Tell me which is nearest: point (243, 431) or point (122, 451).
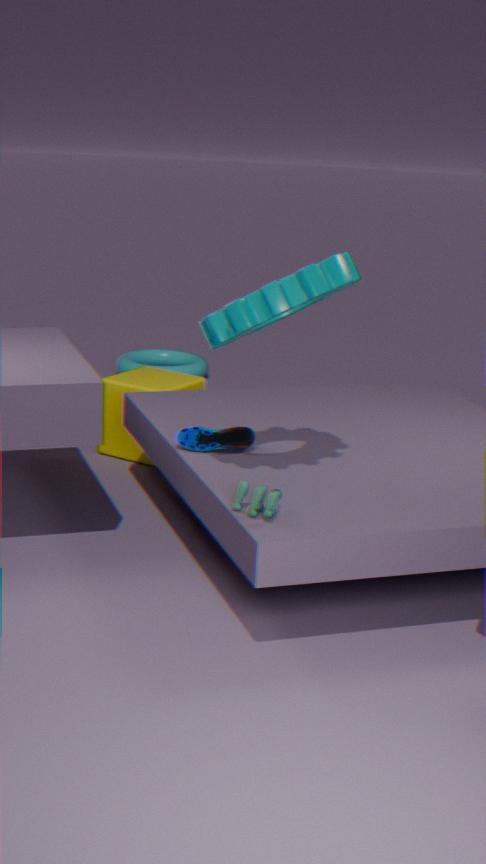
point (243, 431)
